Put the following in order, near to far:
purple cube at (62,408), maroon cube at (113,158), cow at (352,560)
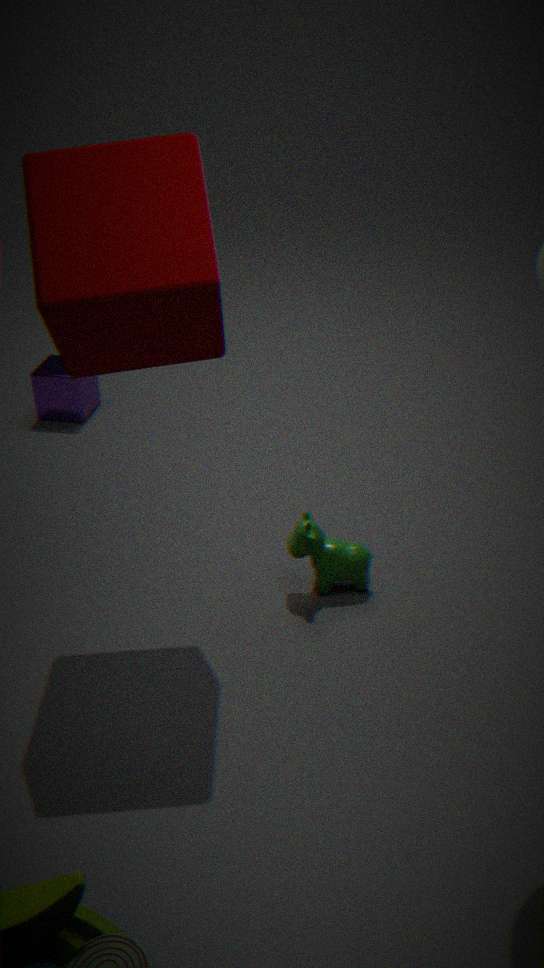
maroon cube at (113,158)
cow at (352,560)
purple cube at (62,408)
